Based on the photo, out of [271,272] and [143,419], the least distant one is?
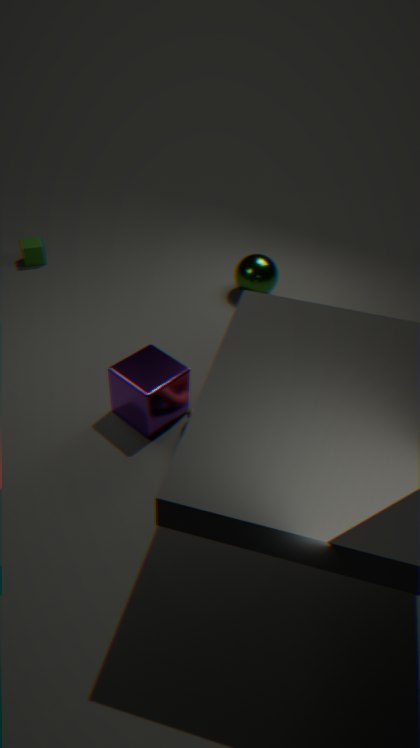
[143,419]
